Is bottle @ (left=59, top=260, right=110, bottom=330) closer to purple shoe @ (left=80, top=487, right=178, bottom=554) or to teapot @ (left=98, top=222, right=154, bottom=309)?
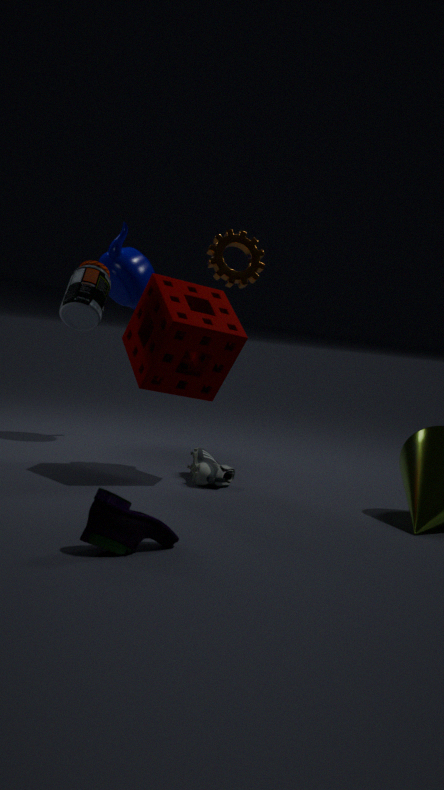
teapot @ (left=98, top=222, right=154, bottom=309)
